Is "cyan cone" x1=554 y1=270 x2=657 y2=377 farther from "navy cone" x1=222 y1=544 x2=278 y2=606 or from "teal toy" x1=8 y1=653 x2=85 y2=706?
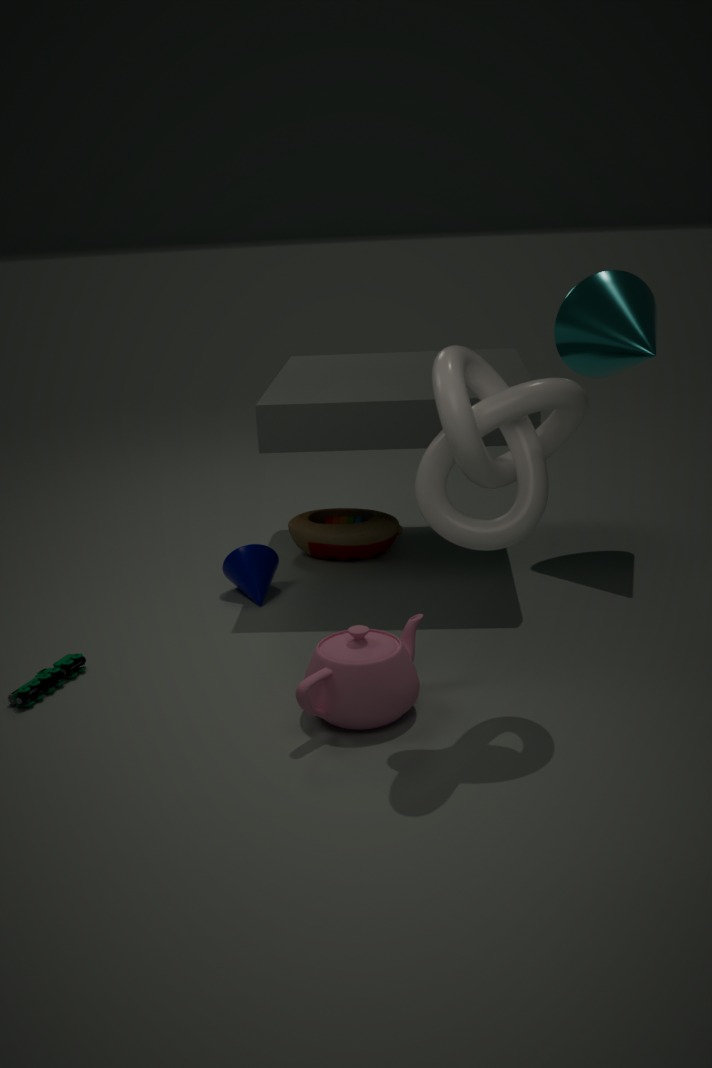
"teal toy" x1=8 y1=653 x2=85 y2=706
